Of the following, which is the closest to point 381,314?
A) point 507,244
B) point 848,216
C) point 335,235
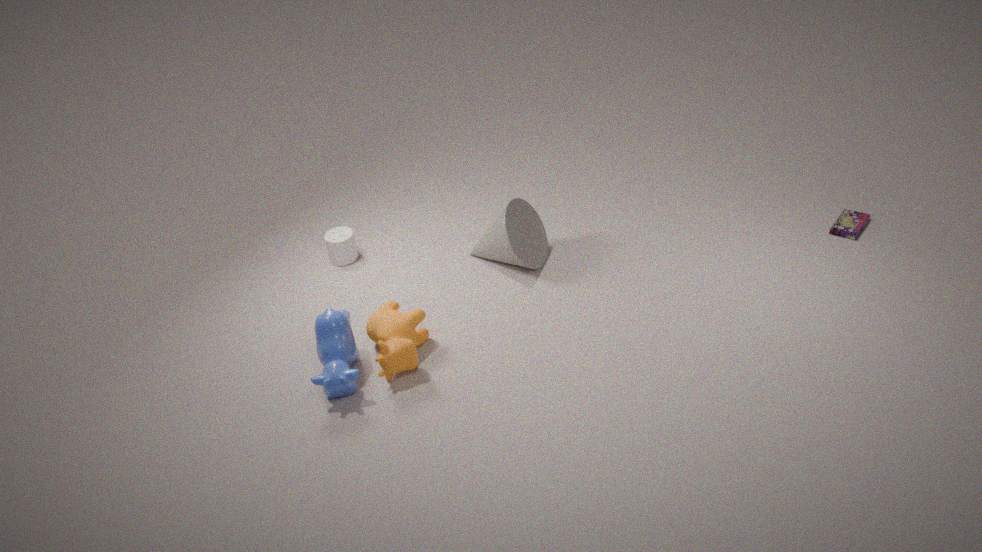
point 507,244
